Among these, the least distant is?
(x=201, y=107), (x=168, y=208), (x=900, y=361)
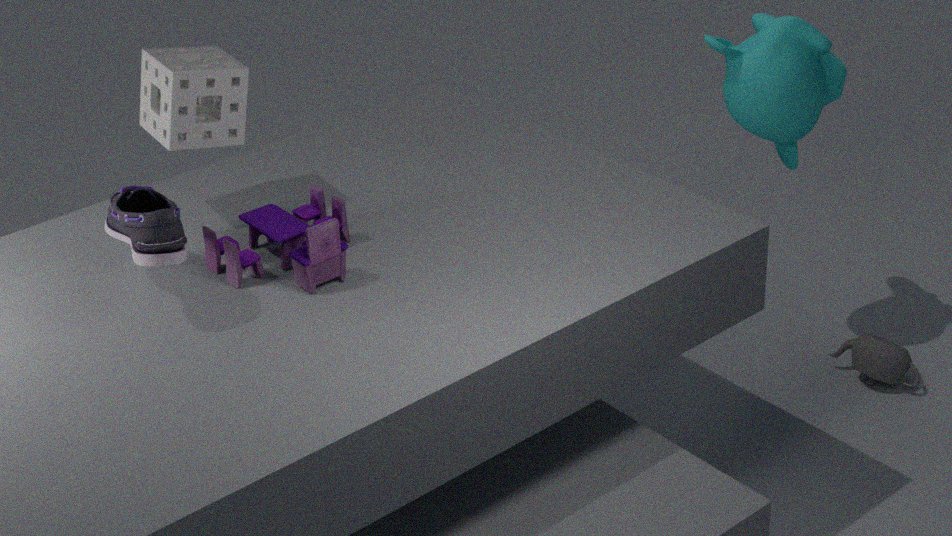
(x=168, y=208)
